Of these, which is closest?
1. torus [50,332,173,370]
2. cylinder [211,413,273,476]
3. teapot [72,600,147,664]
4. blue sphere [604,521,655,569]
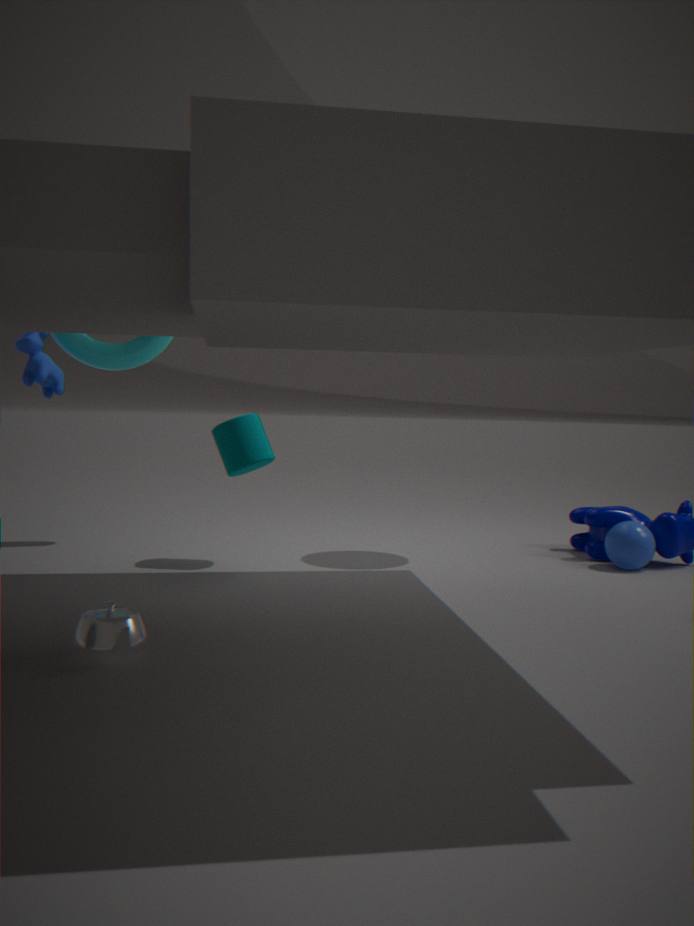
teapot [72,600,147,664]
